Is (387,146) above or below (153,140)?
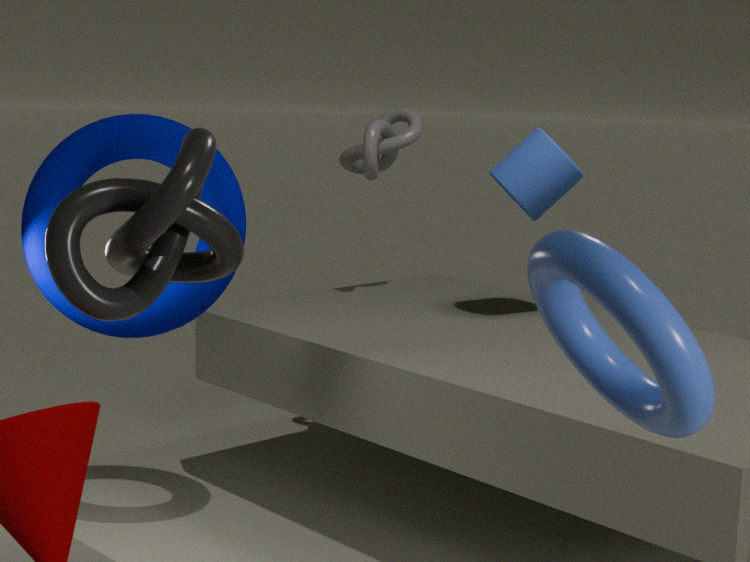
above
